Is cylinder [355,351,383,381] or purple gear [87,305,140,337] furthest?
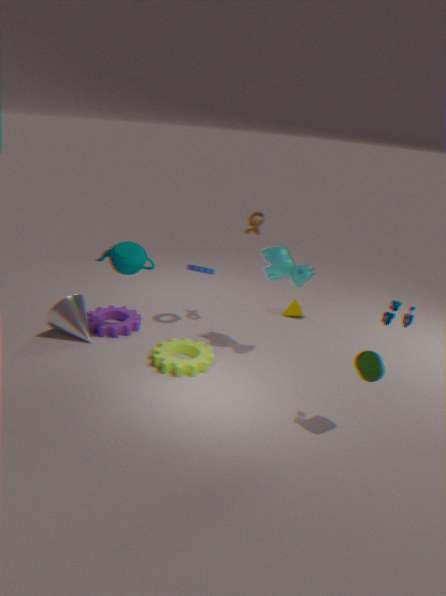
purple gear [87,305,140,337]
